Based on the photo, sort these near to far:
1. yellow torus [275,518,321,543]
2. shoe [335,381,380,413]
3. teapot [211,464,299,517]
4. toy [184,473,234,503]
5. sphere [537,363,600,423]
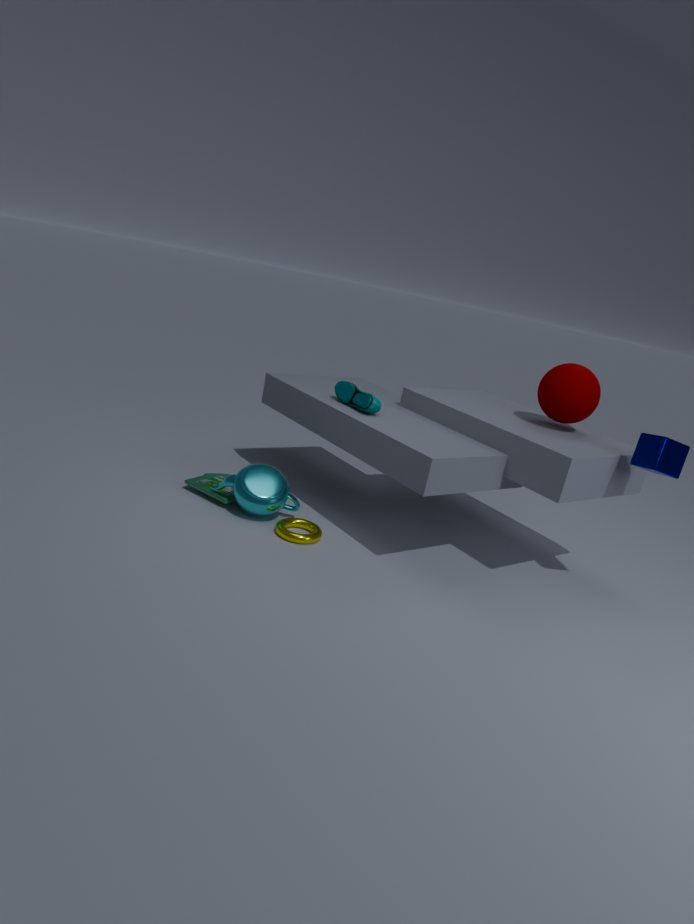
yellow torus [275,518,321,543], teapot [211,464,299,517], sphere [537,363,600,423], shoe [335,381,380,413], toy [184,473,234,503]
